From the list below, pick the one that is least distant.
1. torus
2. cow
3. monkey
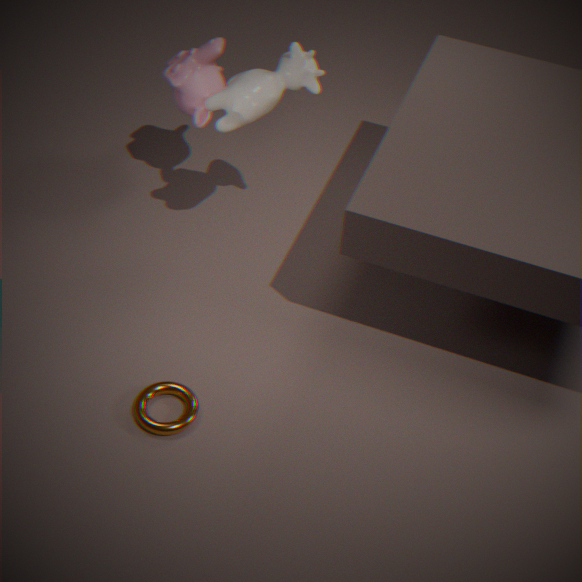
torus
